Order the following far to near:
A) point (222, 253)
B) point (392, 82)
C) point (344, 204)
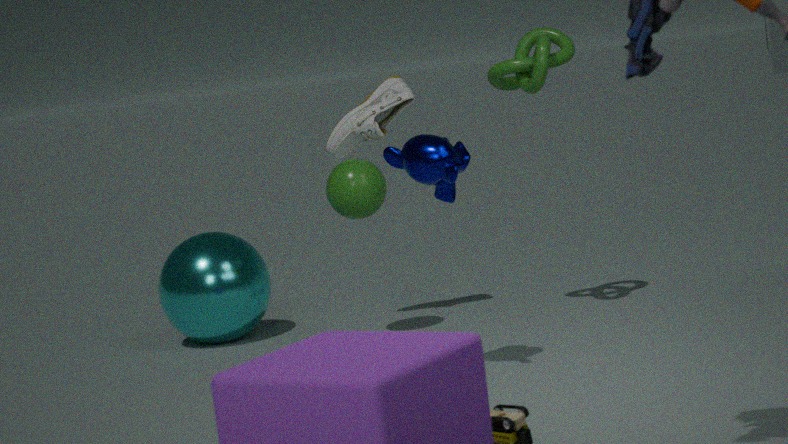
point (222, 253)
point (392, 82)
point (344, 204)
